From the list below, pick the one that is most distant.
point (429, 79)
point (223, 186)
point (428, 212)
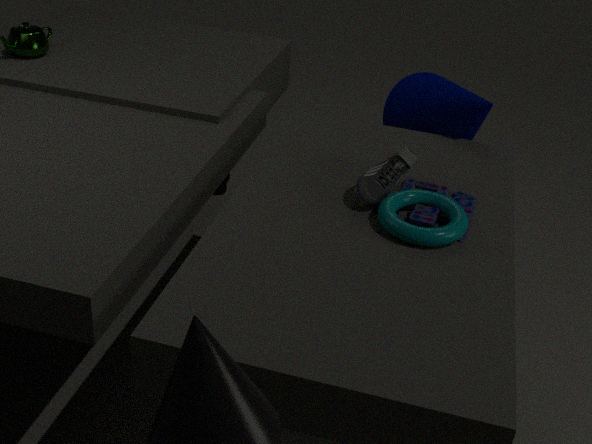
point (223, 186)
